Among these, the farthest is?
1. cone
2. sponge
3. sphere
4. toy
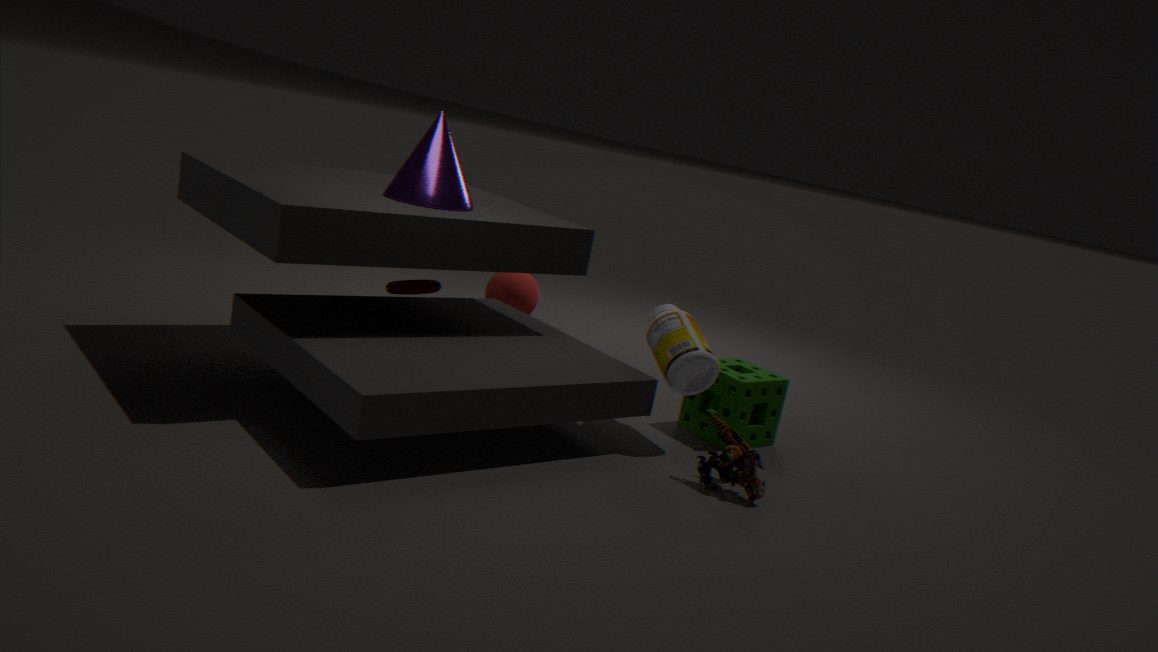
sphere
